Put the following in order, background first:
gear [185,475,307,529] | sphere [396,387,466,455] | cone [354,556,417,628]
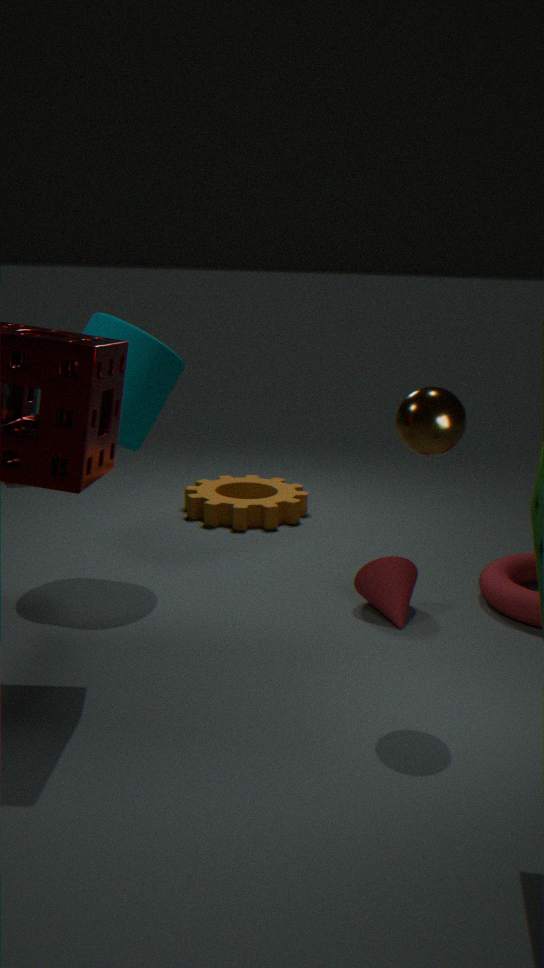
1. gear [185,475,307,529]
2. cone [354,556,417,628]
3. sphere [396,387,466,455]
